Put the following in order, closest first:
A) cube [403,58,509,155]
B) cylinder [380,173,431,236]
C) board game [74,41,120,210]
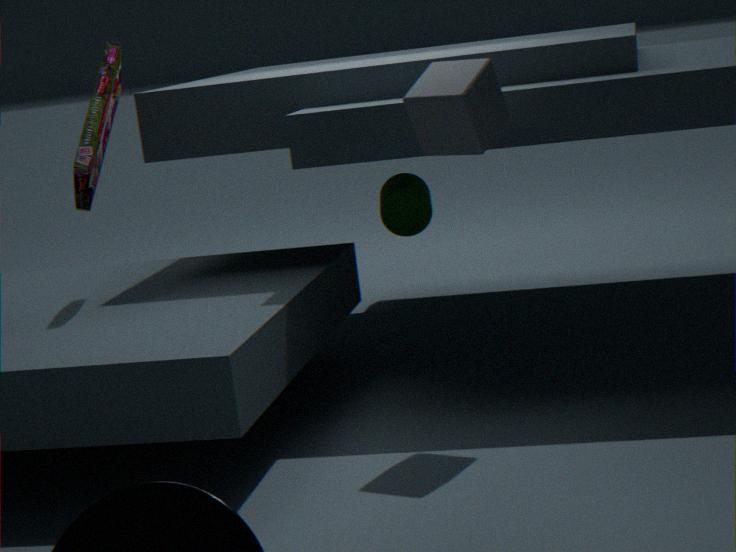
1. cube [403,58,509,155]
2. board game [74,41,120,210]
3. cylinder [380,173,431,236]
